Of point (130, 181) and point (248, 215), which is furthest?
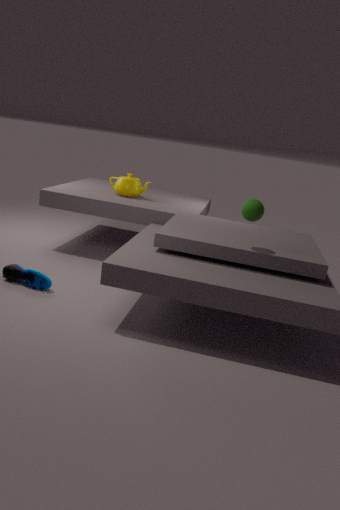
point (130, 181)
